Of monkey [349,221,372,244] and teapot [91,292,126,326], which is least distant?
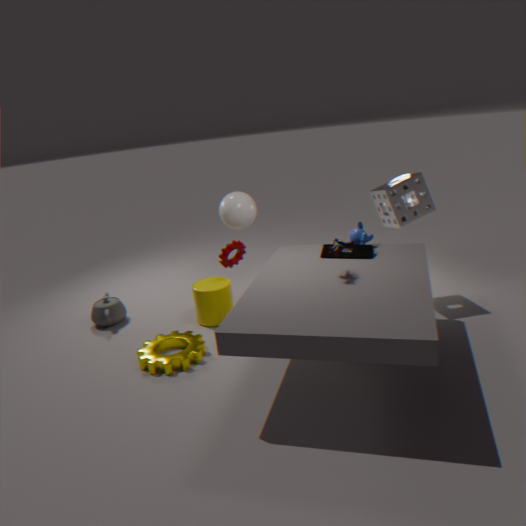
monkey [349,221,372,244]
